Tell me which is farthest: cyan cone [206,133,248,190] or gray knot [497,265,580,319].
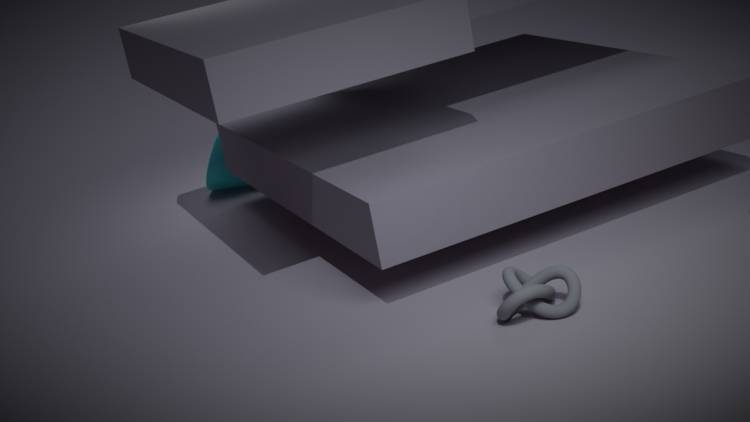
cyan cone [206,133,248,190]
